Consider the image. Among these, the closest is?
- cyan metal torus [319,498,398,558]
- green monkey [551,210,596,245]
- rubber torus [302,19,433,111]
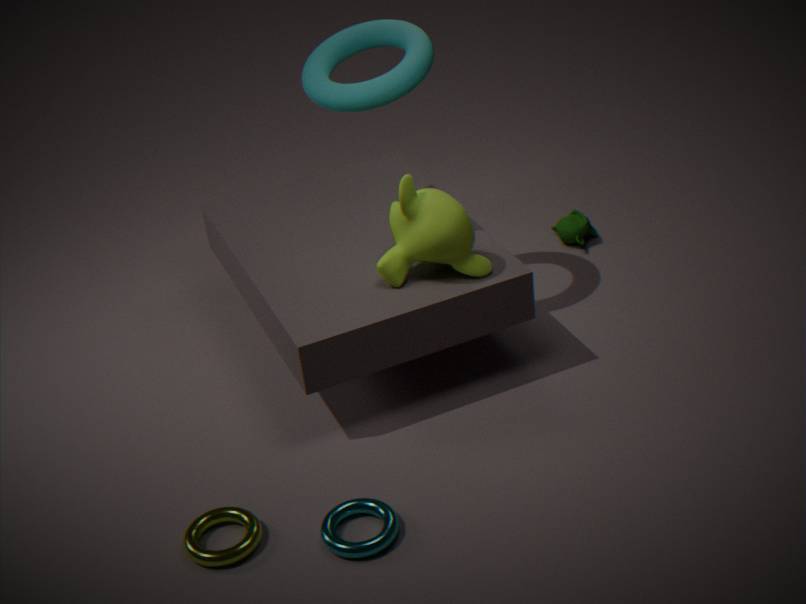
cyan metal torus [319,498,398,558]
